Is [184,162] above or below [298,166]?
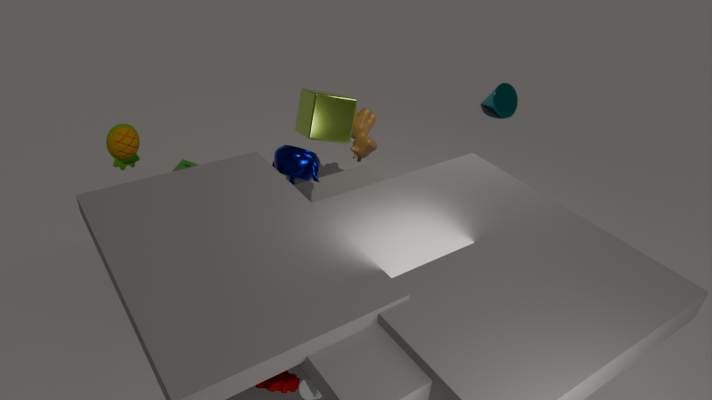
below
